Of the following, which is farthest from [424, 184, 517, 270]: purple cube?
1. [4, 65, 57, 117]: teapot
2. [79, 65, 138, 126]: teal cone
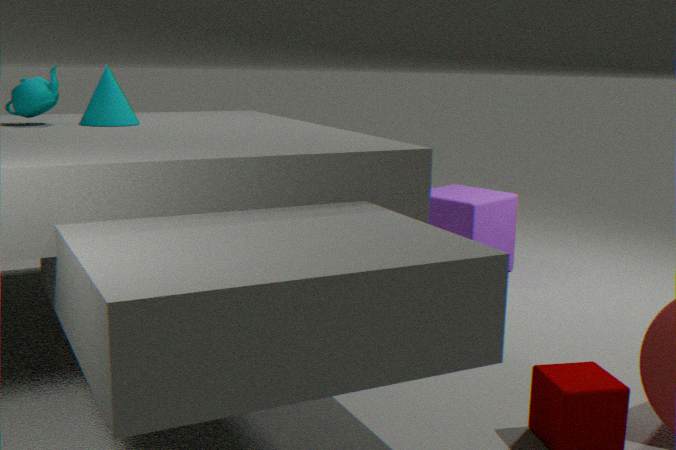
[4, 65, 57, 117]: teapot
